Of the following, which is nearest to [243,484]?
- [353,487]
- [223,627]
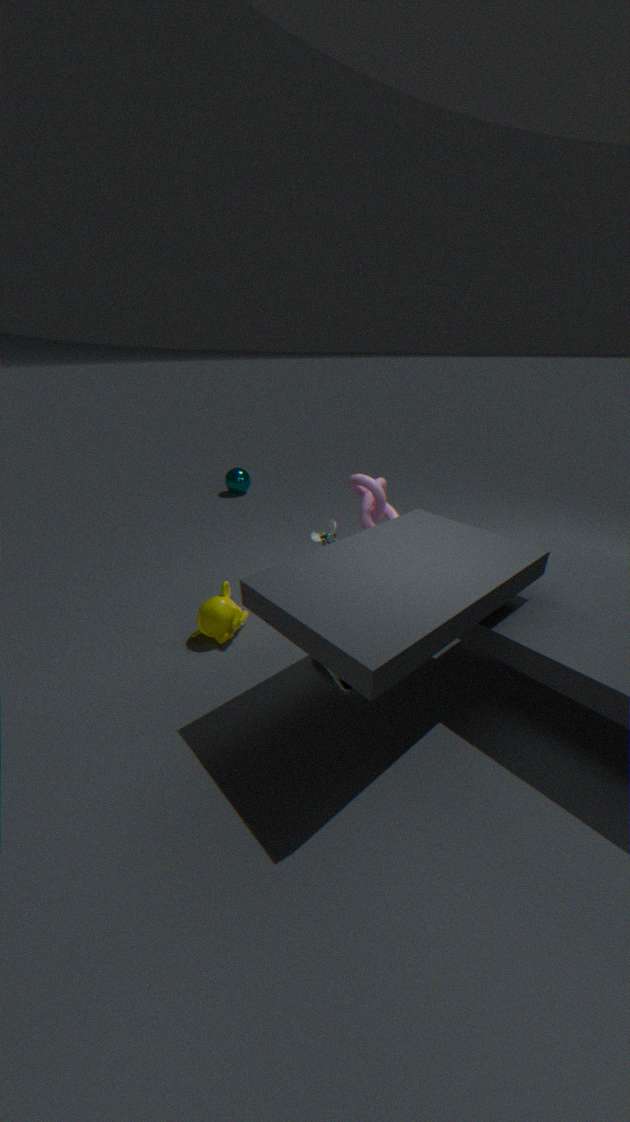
[353,487]
